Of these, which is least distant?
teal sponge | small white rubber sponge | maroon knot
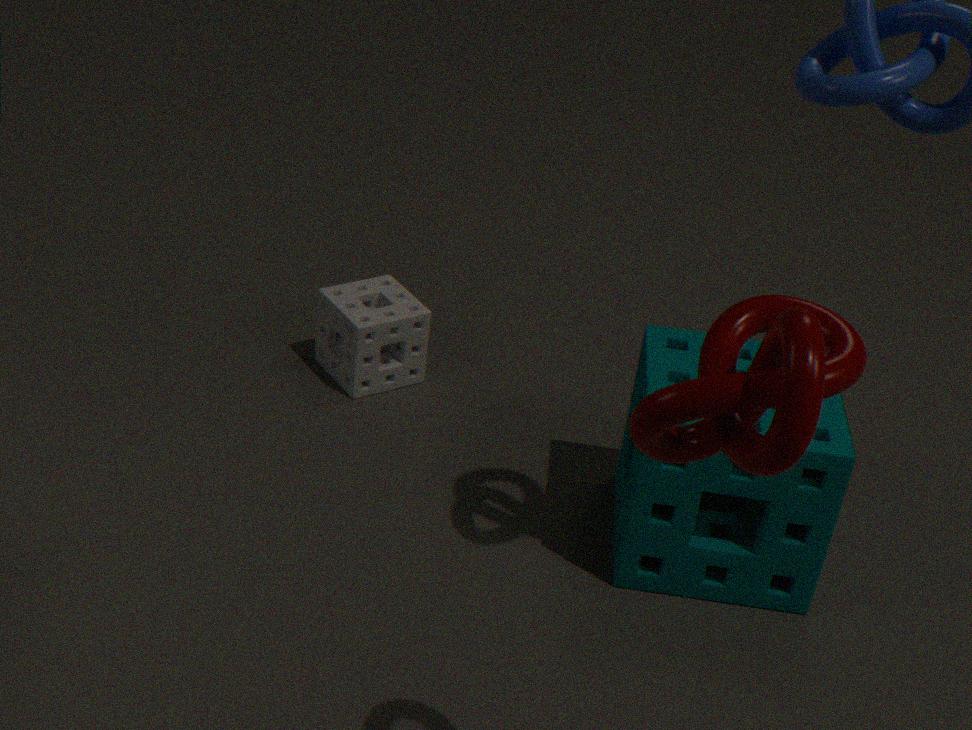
maroon knot
